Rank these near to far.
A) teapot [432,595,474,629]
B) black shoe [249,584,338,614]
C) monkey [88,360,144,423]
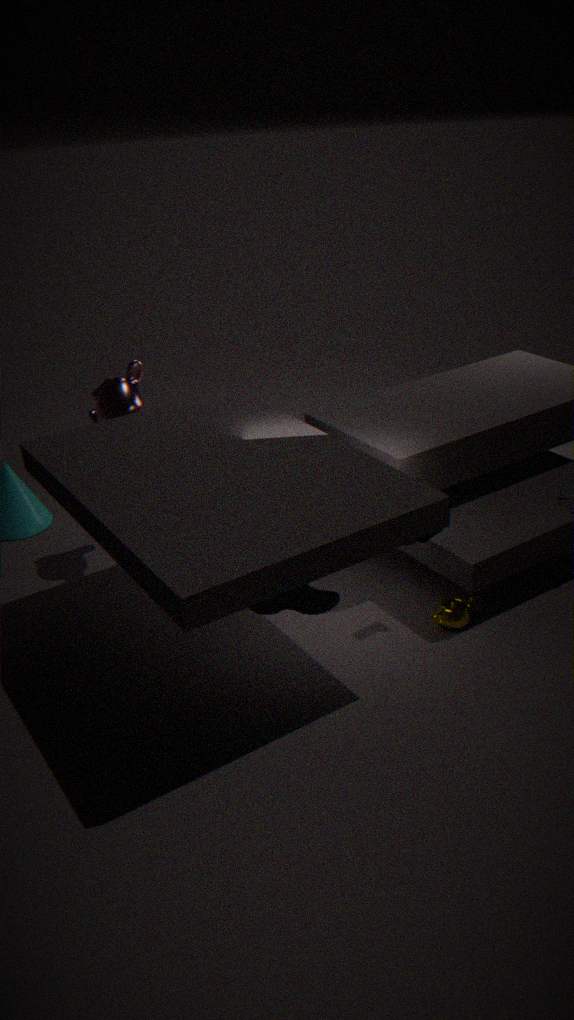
black shoe [249,584,338,614] → teapot [432,595,474,629] → monkey [88,360,144,423]
